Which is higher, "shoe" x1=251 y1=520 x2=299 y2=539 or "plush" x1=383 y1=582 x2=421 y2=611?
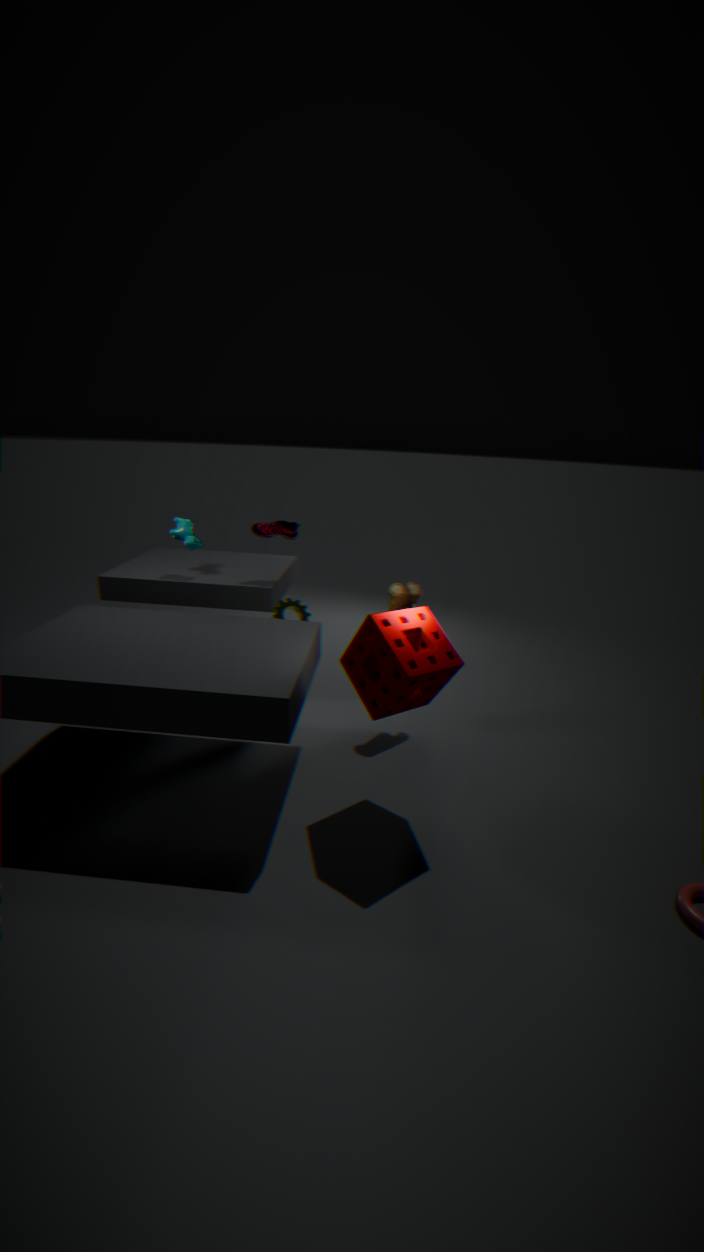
"shoe" x1=251 y1=520 x2=299 y2=539
